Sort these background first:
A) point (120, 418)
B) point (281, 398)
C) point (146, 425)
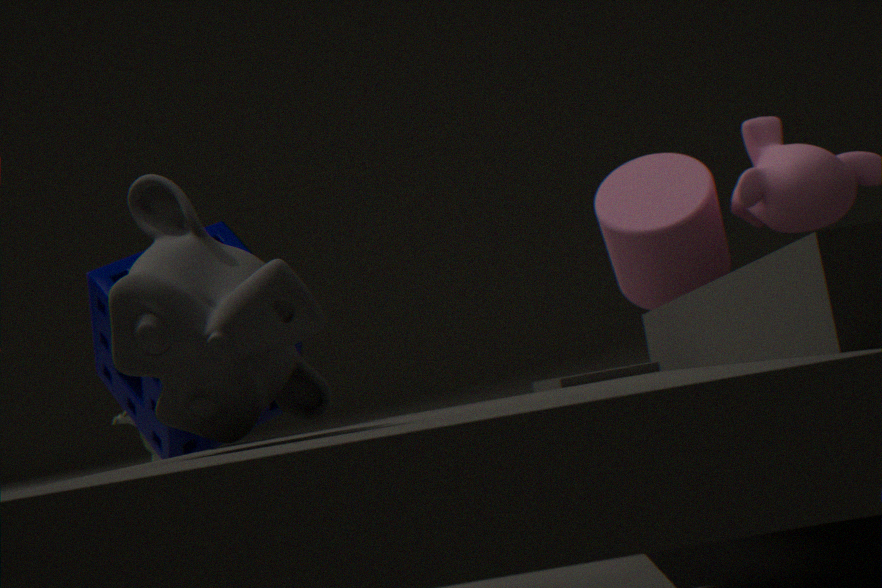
point (120, 418) → point (146, 425) → point (281, 398)
